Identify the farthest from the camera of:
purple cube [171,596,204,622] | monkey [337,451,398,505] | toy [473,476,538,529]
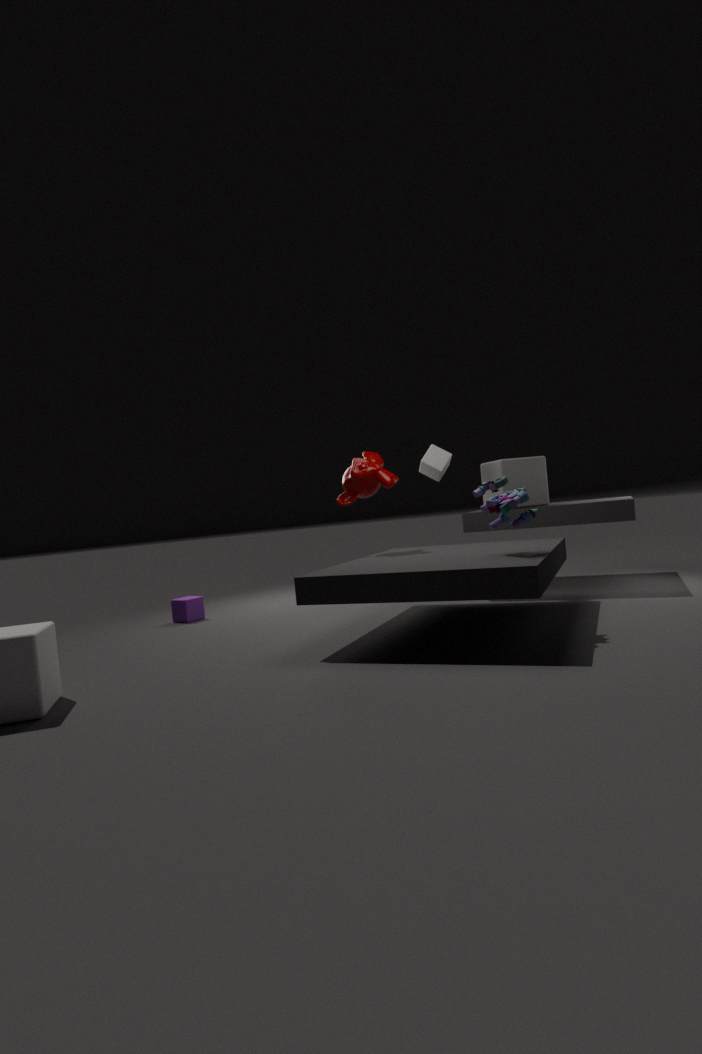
purple cube [171,596,204,622]
